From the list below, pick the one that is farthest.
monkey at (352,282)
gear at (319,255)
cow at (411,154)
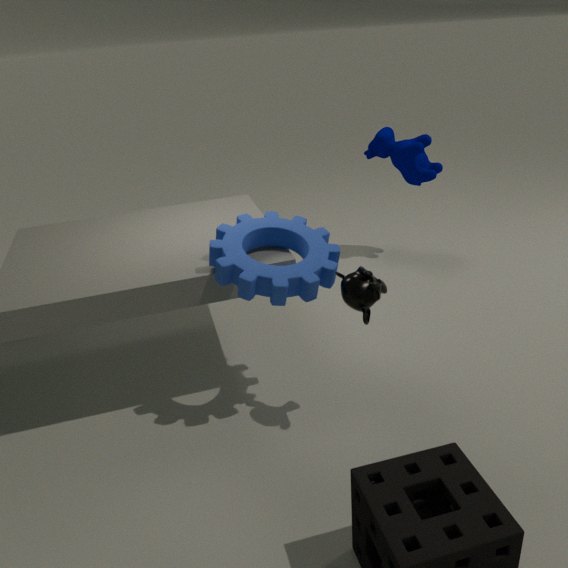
cow at (411,154)
